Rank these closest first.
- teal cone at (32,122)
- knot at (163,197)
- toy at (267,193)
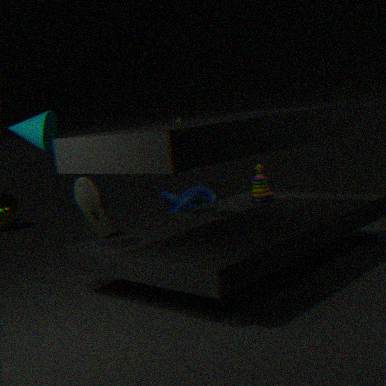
teal cone at (32,122), toy at (267,193), knot at (163,197)
